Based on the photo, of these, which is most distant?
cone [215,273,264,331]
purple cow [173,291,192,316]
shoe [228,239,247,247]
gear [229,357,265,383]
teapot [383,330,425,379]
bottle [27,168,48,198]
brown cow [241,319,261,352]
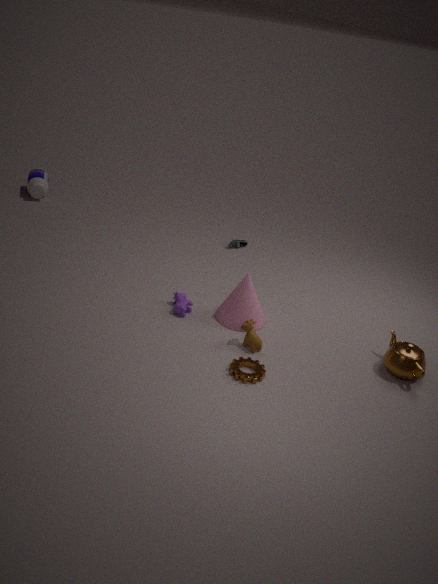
bottle [27,168,48,198]
